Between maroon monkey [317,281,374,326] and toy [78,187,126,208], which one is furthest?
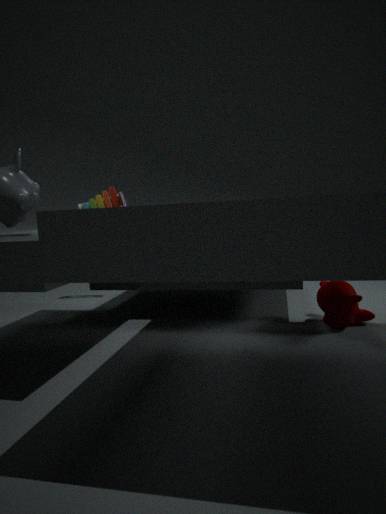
toy [78,187,126,208]
